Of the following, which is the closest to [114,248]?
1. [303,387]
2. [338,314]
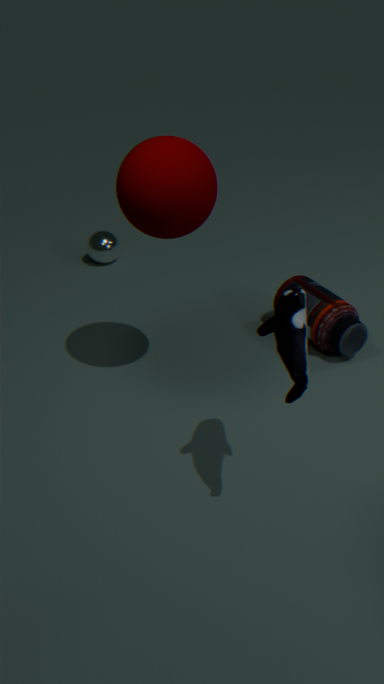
[338,314]
